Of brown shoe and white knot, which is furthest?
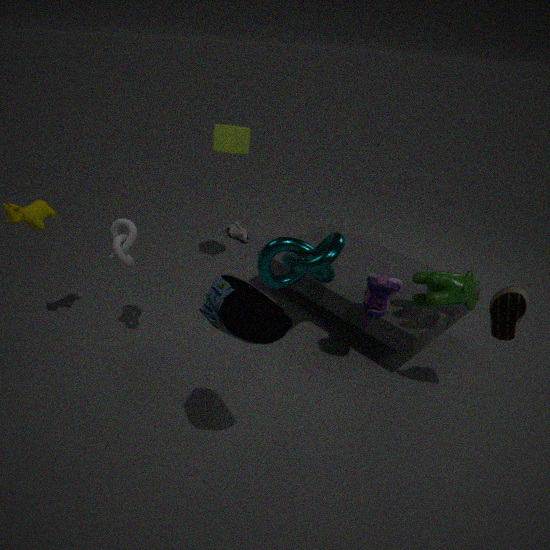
white knot
